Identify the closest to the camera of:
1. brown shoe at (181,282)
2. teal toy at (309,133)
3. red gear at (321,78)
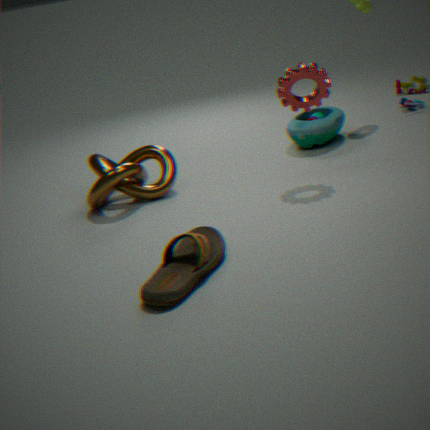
brown shoe at (181,282)
